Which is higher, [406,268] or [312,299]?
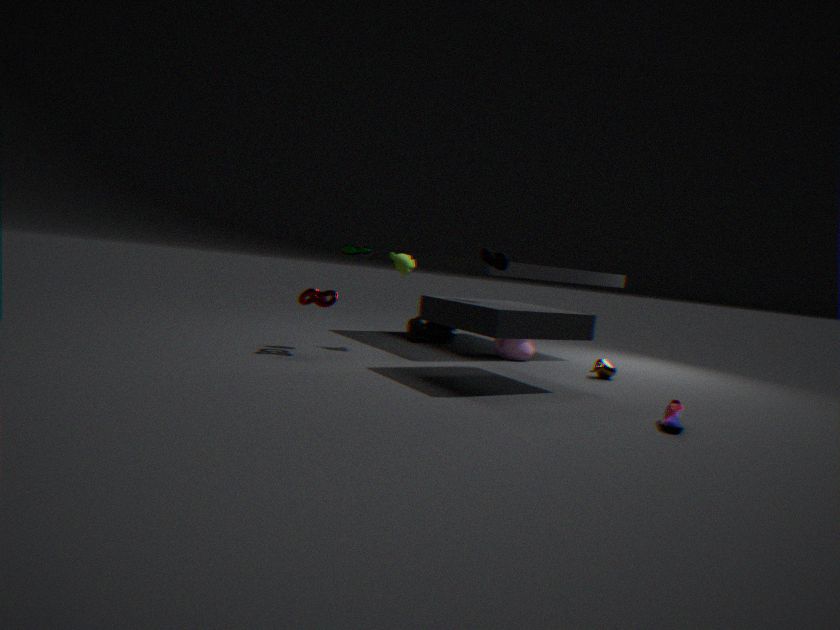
[406,268]
